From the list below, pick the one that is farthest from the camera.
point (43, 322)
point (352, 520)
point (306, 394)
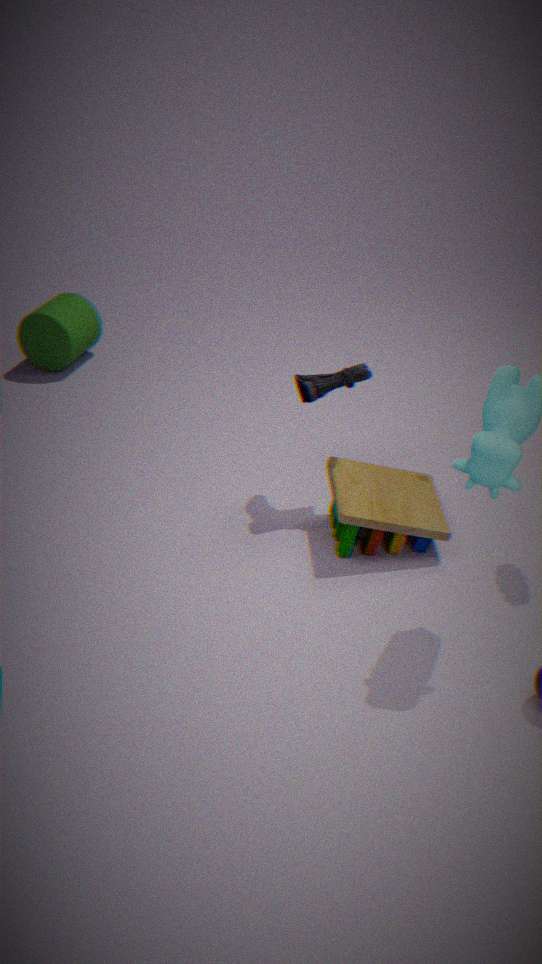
point (43, 322)
